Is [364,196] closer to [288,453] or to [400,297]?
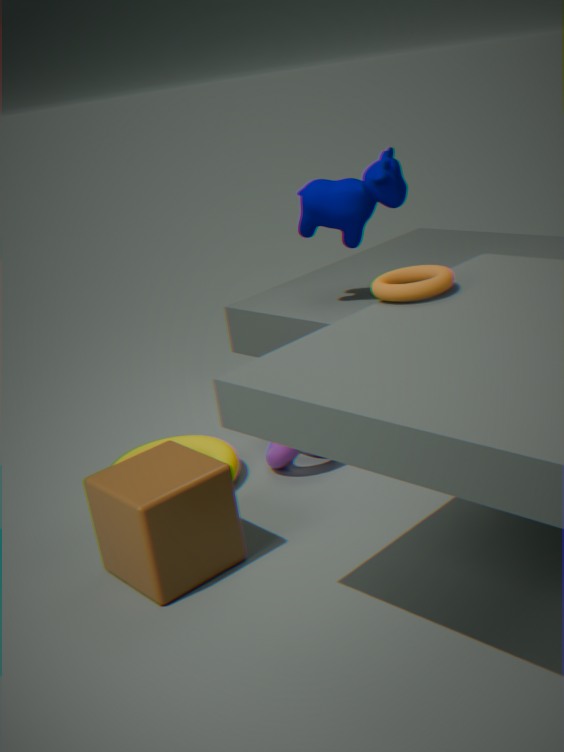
[288,453]
